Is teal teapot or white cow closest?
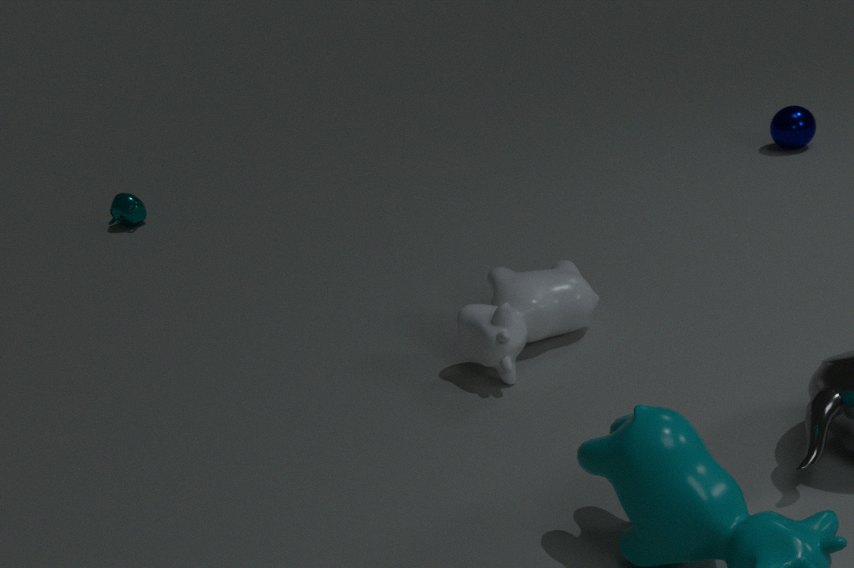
white cow
